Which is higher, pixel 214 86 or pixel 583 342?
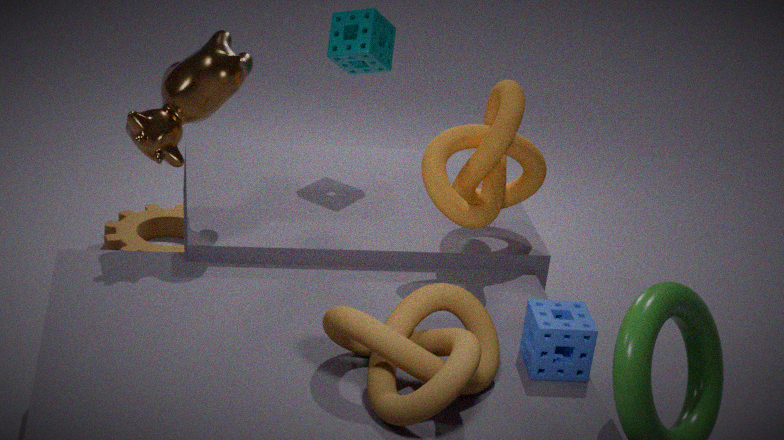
pixel 214 86
